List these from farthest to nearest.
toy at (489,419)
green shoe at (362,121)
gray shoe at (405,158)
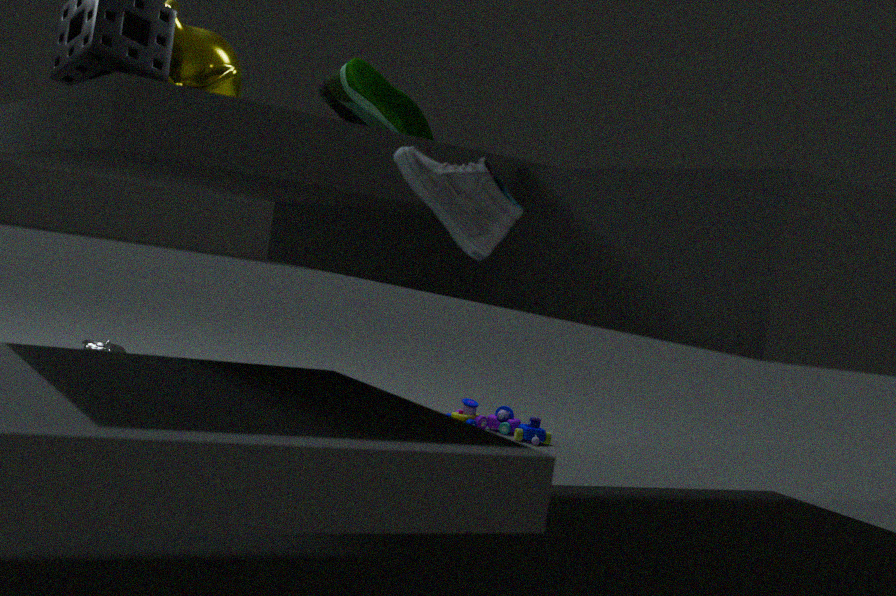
toy at (489,419), green shoe at (362,121), gray shoe at (405,158)
